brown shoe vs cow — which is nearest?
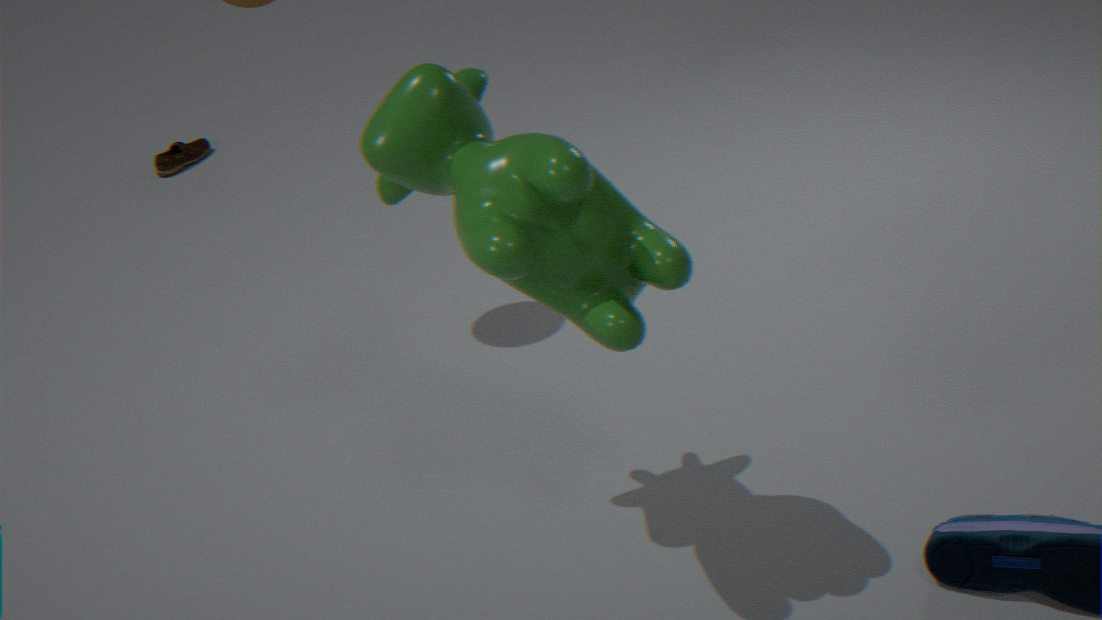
cow
